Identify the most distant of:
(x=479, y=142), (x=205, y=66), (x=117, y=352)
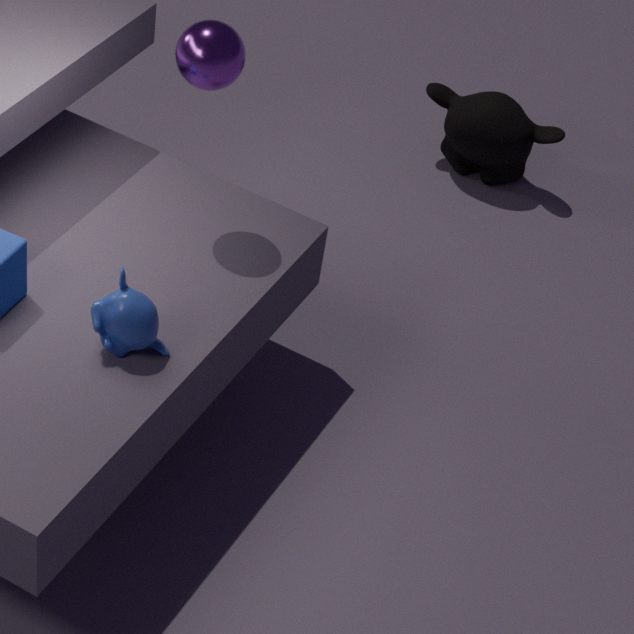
(x=479, y=142)
